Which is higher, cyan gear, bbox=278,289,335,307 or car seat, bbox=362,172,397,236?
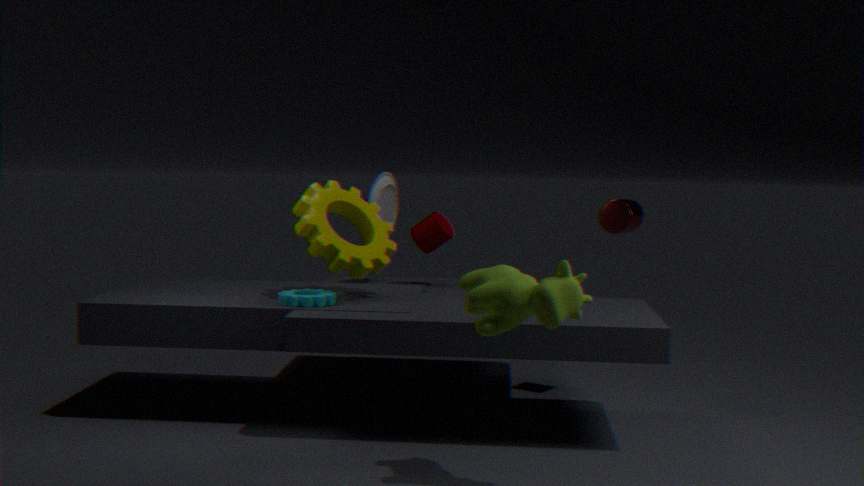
car seat, bbox=362,172,397,236
